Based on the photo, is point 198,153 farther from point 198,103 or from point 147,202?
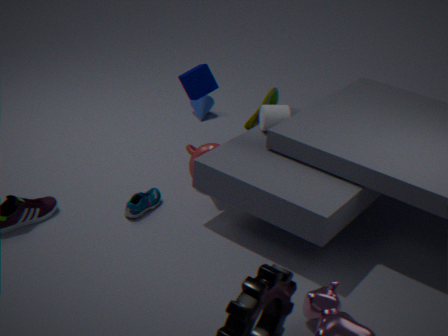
point 198,103
